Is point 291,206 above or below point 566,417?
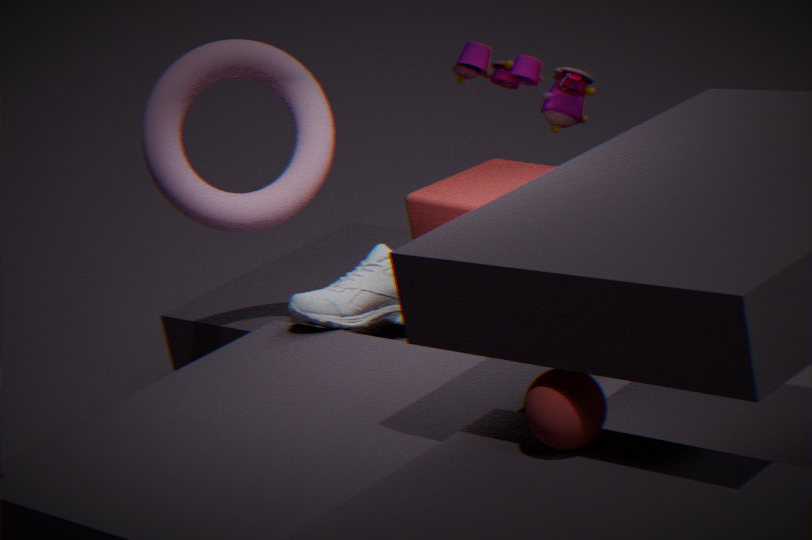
above
